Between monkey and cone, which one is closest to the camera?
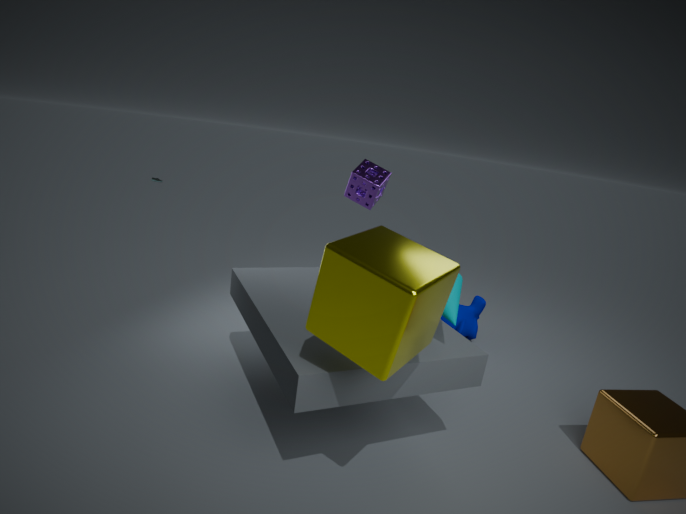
cone
